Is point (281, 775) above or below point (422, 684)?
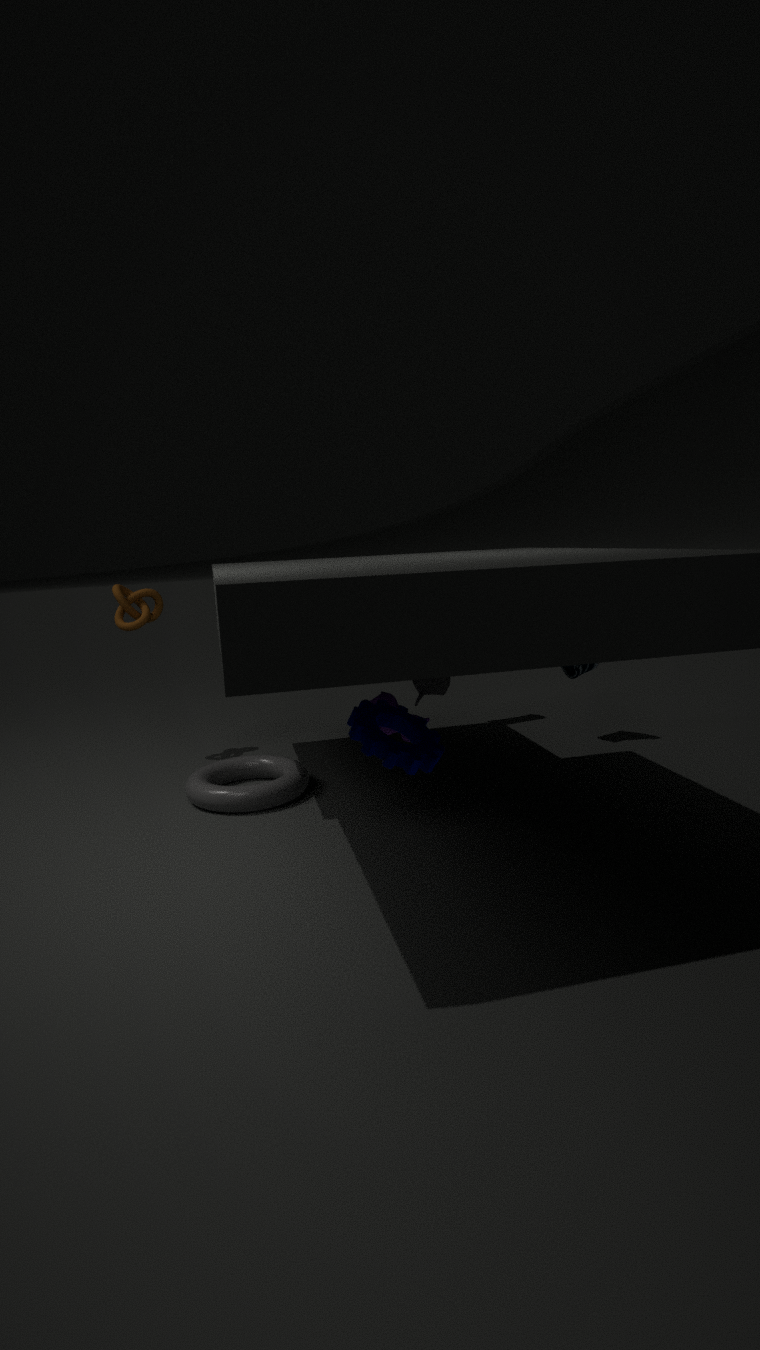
below
